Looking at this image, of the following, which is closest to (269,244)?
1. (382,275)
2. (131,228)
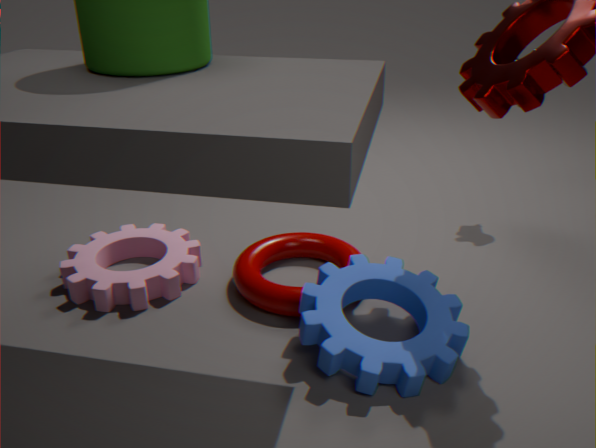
(382,275)
